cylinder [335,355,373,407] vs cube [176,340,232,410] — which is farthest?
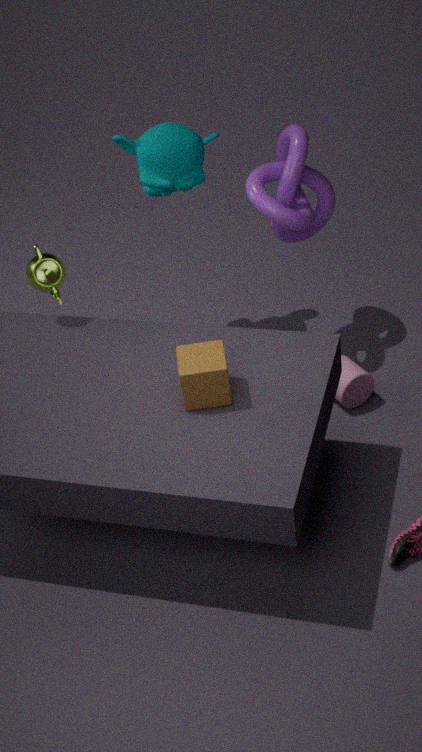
cylinder [335,355,373,407]
